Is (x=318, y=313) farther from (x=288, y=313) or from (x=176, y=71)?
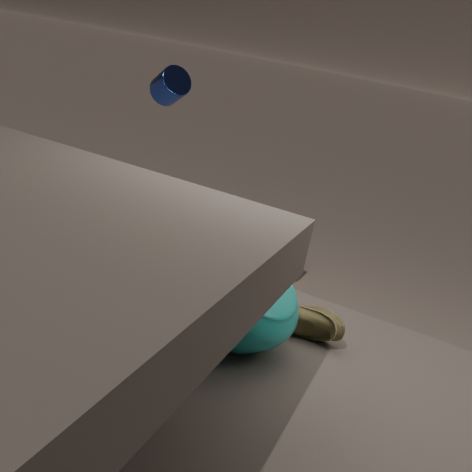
(x=176, y=71)
